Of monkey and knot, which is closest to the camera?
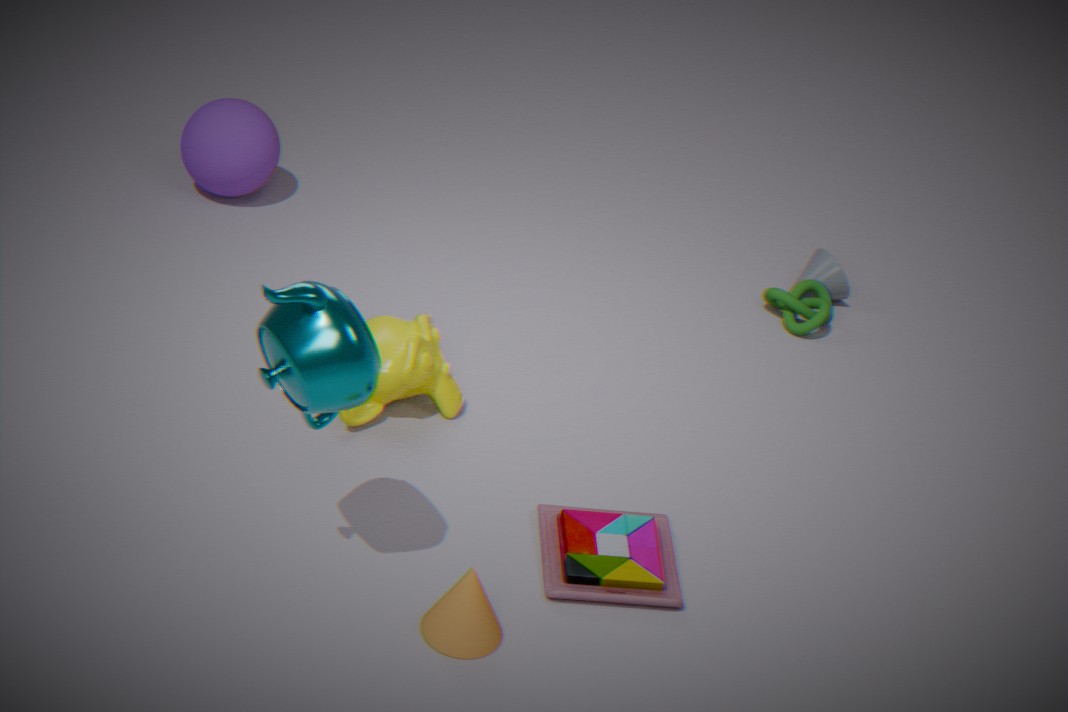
monkey
